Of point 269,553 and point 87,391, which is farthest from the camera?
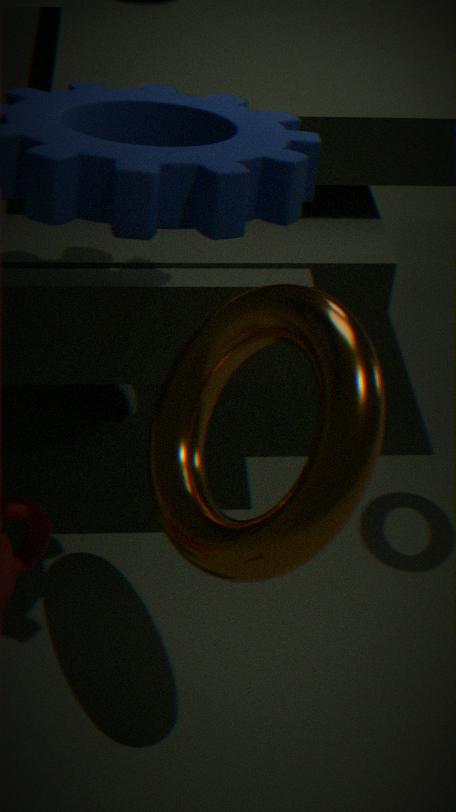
point 87,391
